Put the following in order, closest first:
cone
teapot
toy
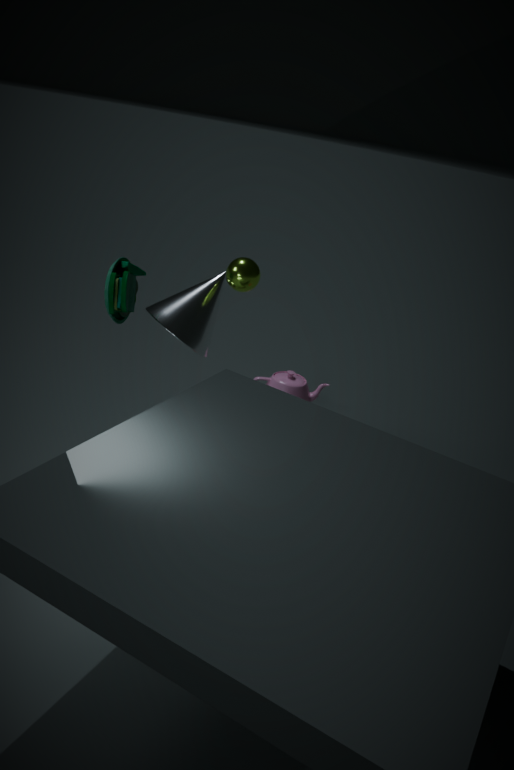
toy
cone
teapot
